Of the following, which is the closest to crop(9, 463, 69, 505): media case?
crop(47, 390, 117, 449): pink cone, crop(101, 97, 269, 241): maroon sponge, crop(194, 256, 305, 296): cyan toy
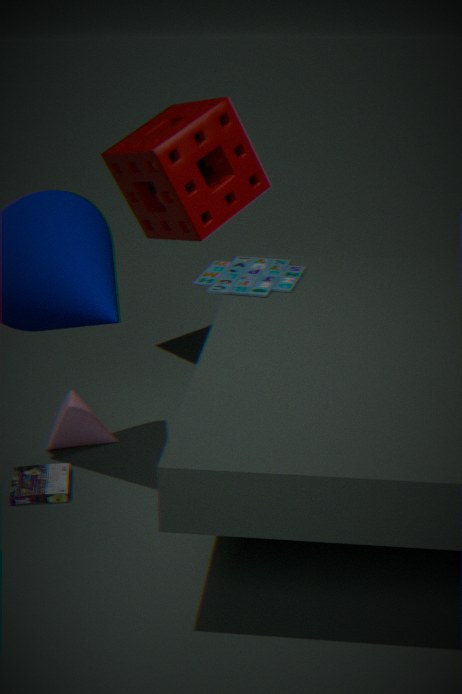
crop(47, 390, 117, 449): pink cone
